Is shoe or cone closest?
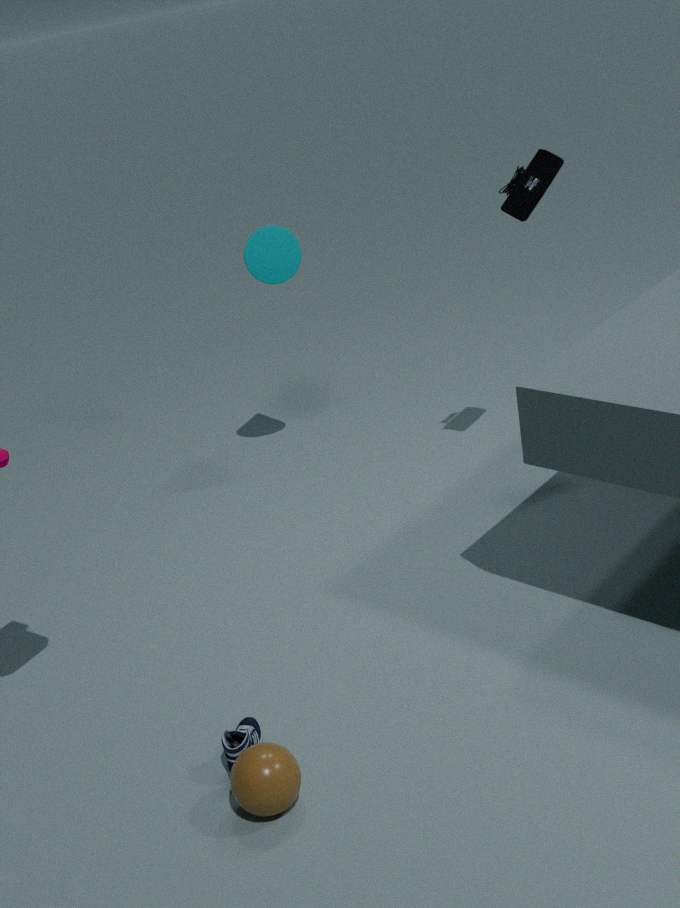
shoe
